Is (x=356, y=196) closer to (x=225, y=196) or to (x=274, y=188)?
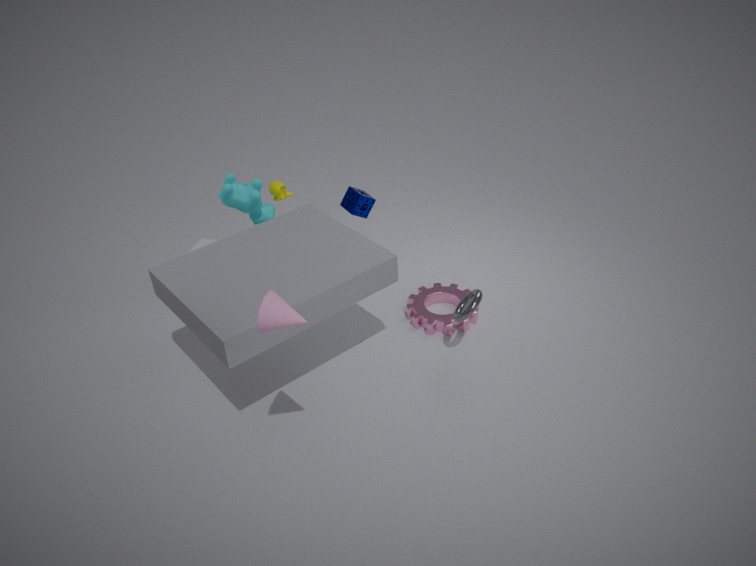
(x=274, y=188)
